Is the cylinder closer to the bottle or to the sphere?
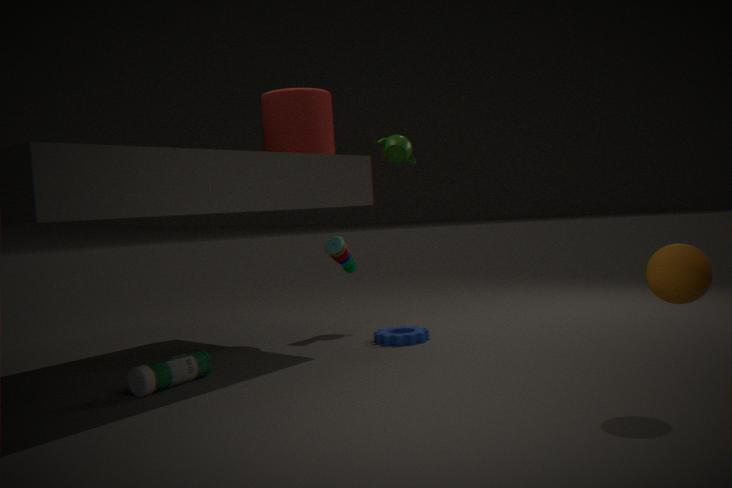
the bottle
